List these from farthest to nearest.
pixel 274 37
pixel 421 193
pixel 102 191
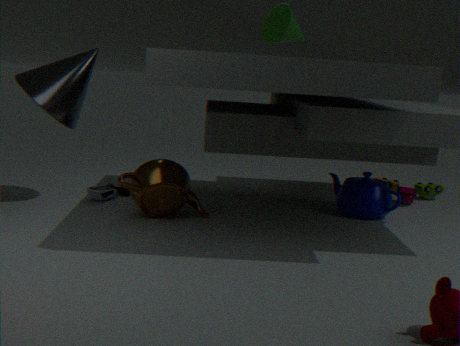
pixel 421 193, pixel 102 191, pixel 274 37
